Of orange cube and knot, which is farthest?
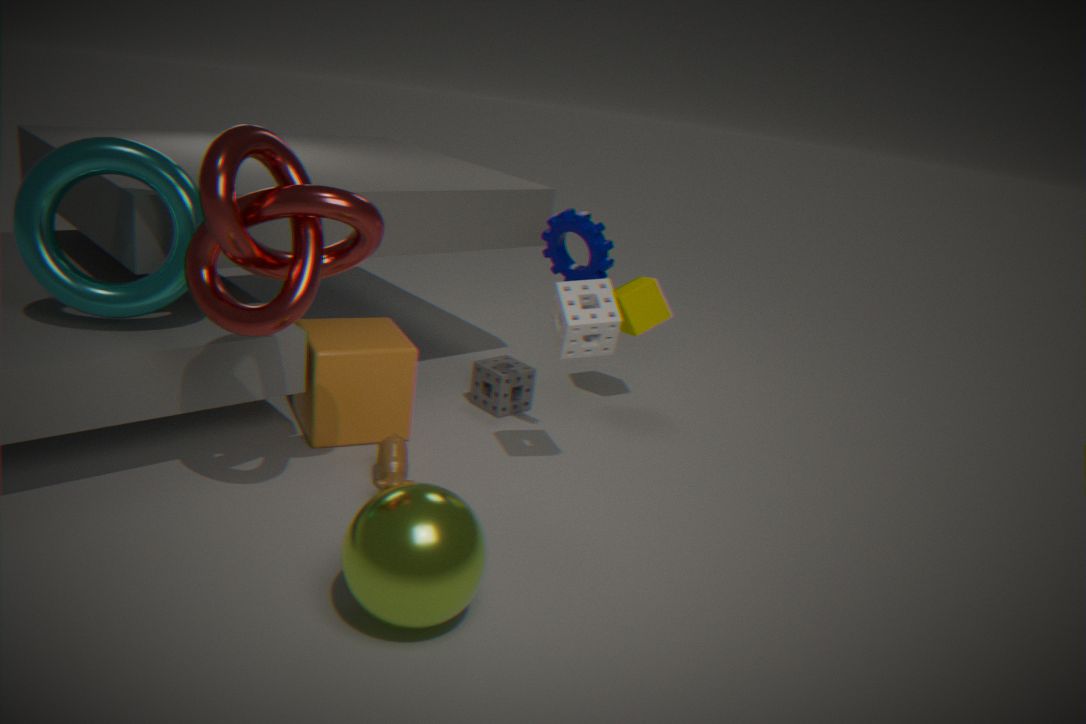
orange cube
